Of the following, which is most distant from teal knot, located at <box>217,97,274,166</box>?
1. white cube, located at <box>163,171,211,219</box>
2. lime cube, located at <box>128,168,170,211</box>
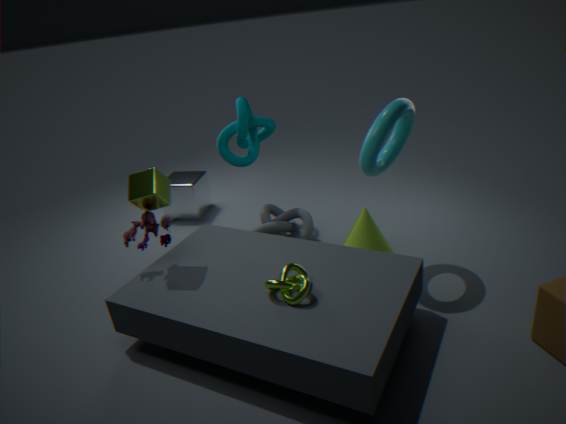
lime cube, located at <box>128,168,170,211</box>
